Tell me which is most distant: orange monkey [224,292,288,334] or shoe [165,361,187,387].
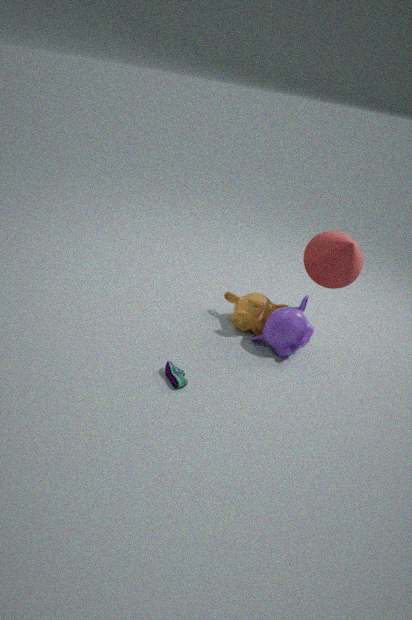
orange monkey [224,292,288,334]
